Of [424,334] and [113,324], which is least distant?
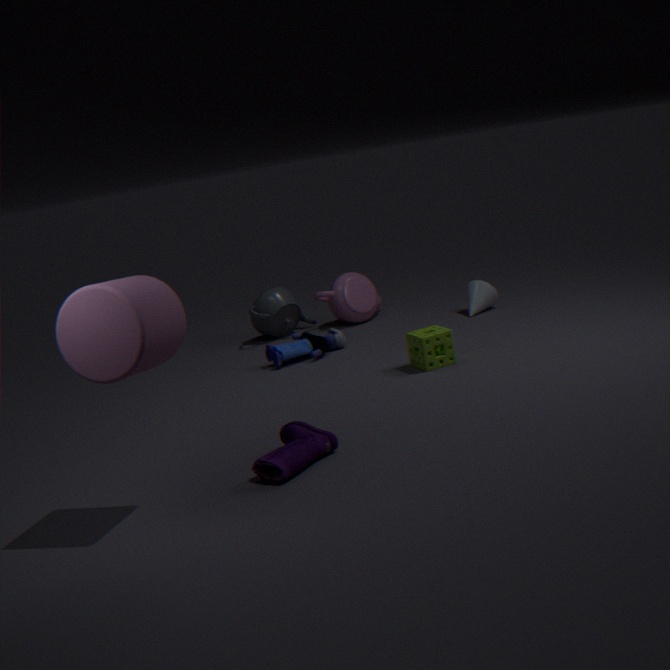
[113,324]
